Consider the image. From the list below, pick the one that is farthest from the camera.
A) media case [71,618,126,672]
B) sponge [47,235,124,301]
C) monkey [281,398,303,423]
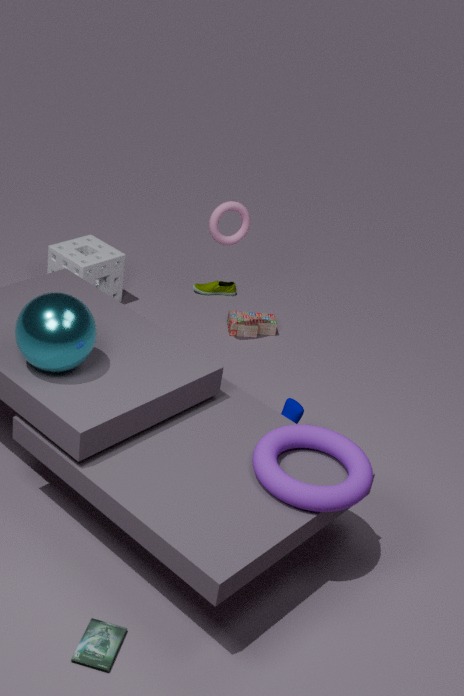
sponge [47,235,124,301]
